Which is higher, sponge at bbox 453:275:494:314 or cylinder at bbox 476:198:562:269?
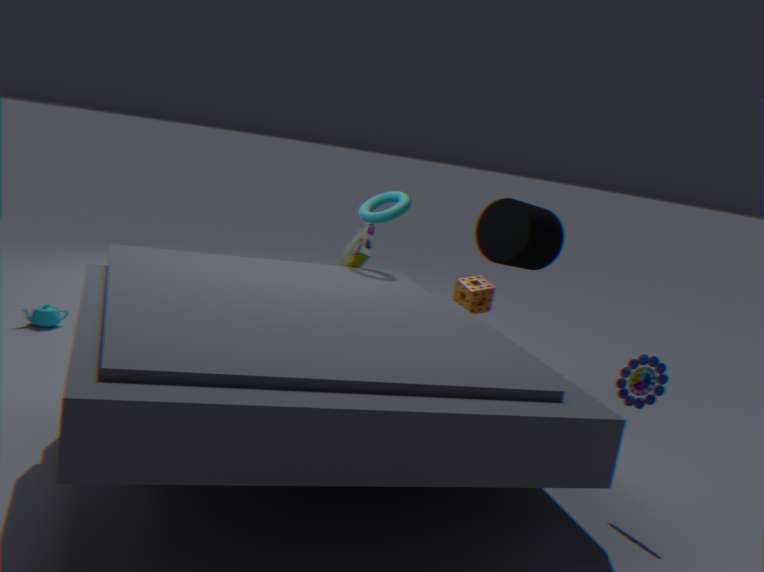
cylinder at bbox 476:198:562:269
